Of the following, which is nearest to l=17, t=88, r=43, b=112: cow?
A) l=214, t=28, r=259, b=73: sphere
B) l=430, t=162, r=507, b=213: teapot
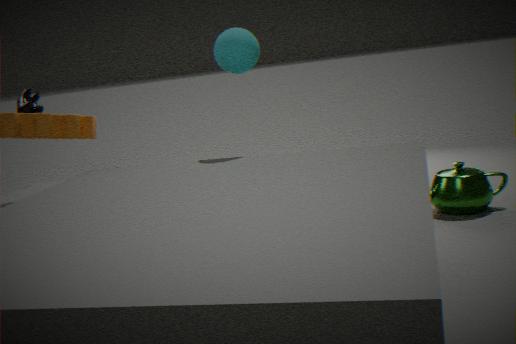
l=214, t=28, r=259, b=73: sphere
